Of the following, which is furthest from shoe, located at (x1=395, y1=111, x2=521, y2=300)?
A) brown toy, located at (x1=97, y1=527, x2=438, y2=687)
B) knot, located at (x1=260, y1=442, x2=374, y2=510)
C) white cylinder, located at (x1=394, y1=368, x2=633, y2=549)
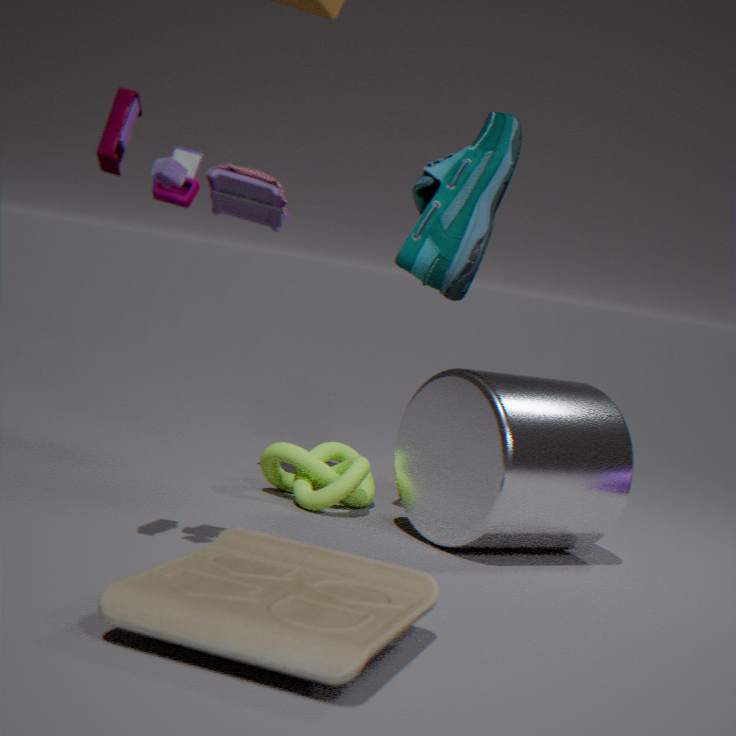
brown toy, located at (x1=97, y1=527, x2=438, y2=687)
